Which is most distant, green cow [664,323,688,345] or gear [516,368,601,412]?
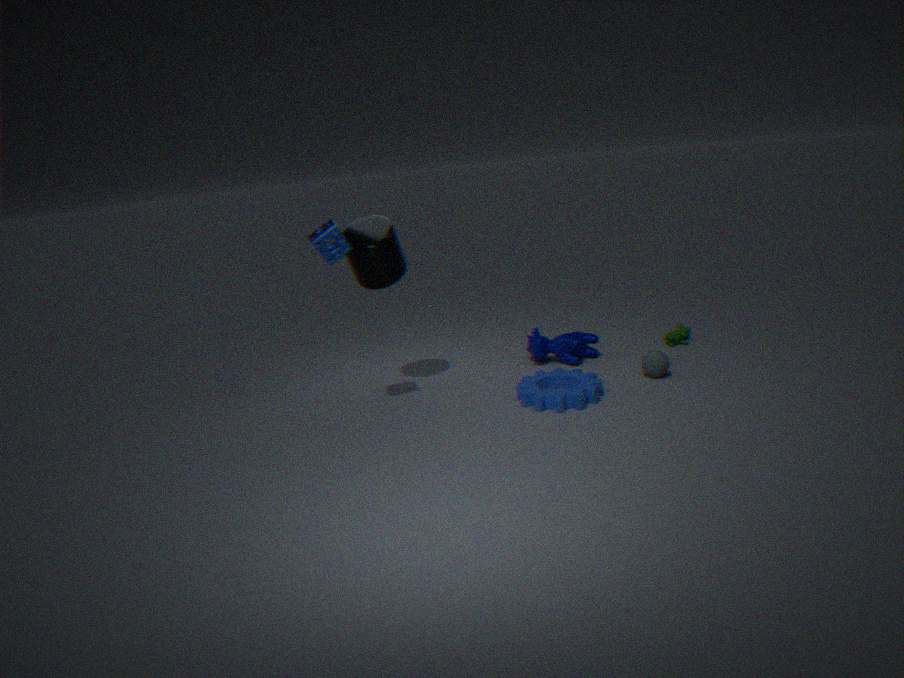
green cow [664,323,688,345]
